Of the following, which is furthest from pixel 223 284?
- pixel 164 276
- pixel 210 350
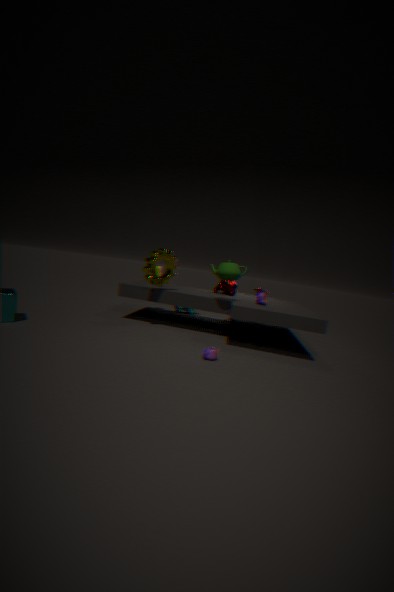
pixel 210 350
